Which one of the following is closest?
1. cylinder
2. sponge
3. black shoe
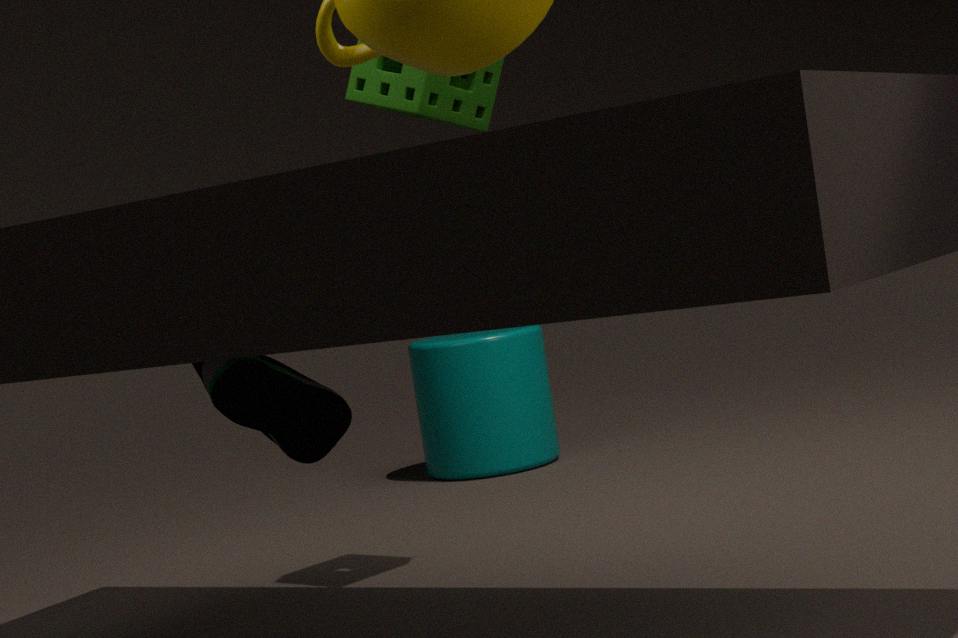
black shoe
